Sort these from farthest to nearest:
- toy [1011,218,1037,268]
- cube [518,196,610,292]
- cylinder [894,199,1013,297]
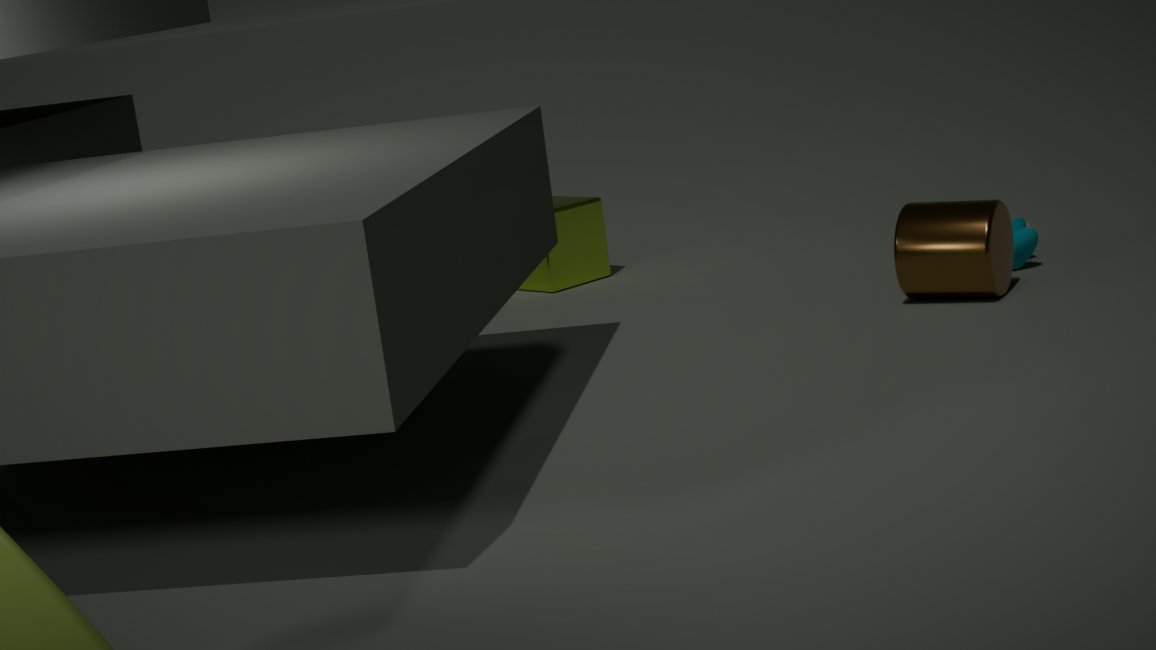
cube [518,196,610,292], toy [1011,218,1037,268], cylinder [894,199,1013,297]
